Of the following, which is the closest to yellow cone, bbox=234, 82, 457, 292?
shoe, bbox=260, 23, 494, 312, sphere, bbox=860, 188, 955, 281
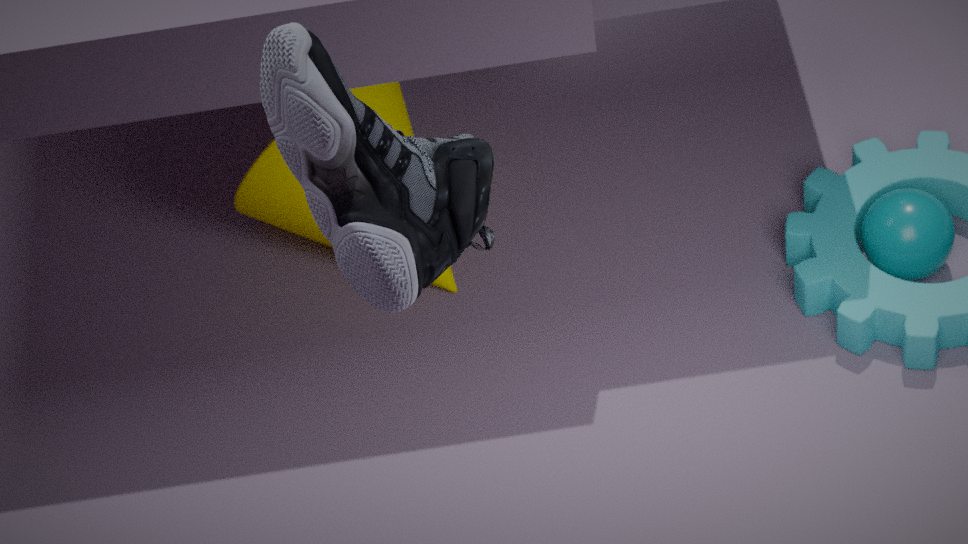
sphere, bbox=860, 188, 955, 281
